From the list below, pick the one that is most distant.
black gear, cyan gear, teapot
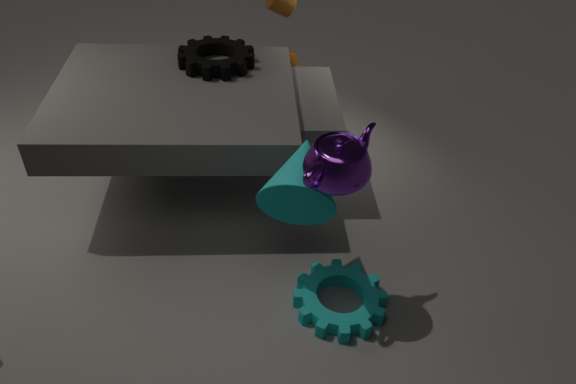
black gear
